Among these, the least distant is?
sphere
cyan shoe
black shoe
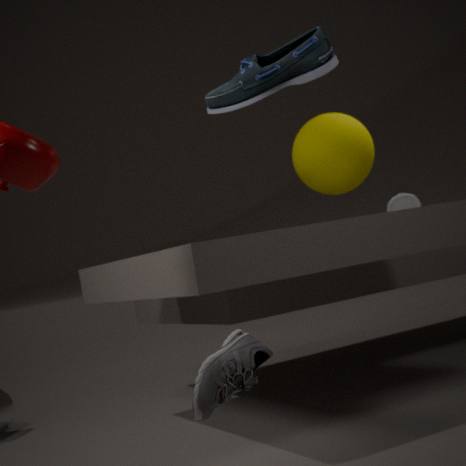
black shoe
